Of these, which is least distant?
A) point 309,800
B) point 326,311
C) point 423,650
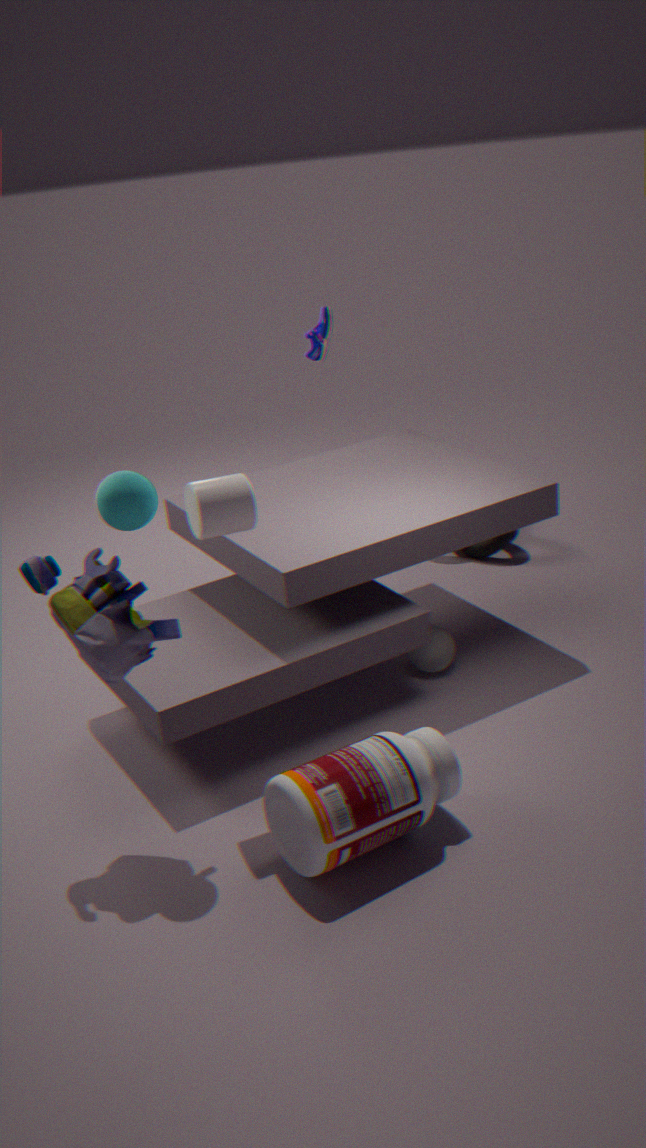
point 309,800
